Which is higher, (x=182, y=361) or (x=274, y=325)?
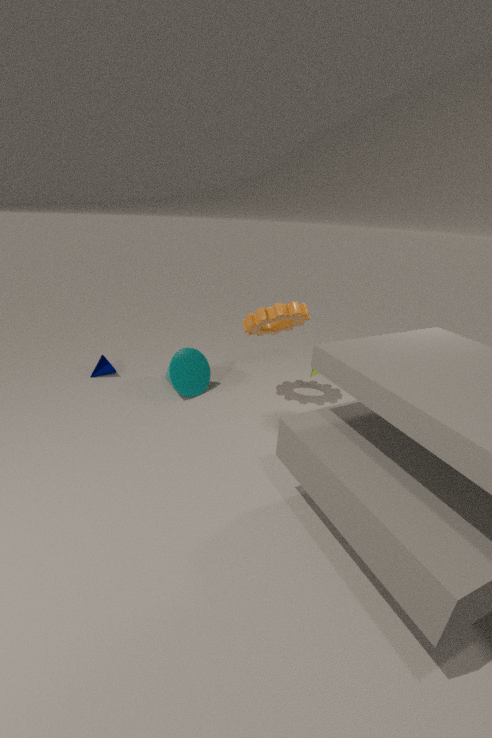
(x=274, y=325)
